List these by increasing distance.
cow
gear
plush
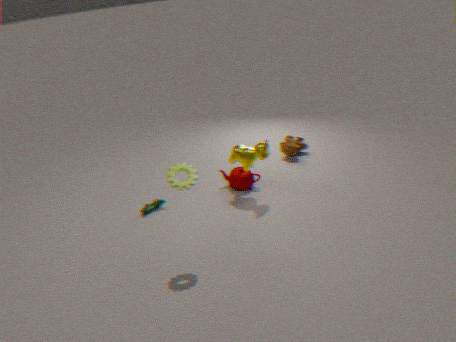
gear < cow < plush
